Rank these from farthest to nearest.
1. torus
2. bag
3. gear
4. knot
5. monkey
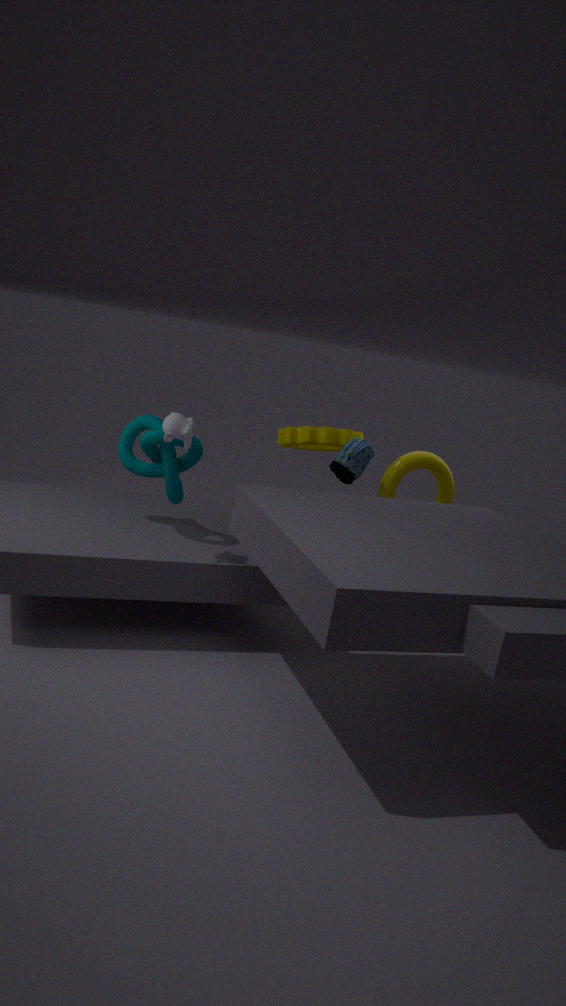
gear < torus < bag < knot < monkey
